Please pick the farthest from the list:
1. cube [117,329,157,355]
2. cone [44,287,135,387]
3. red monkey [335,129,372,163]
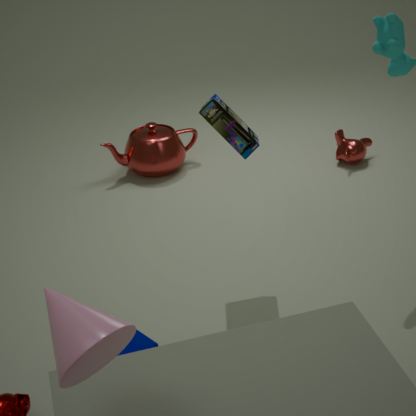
red monkey [335,129,372,163]
